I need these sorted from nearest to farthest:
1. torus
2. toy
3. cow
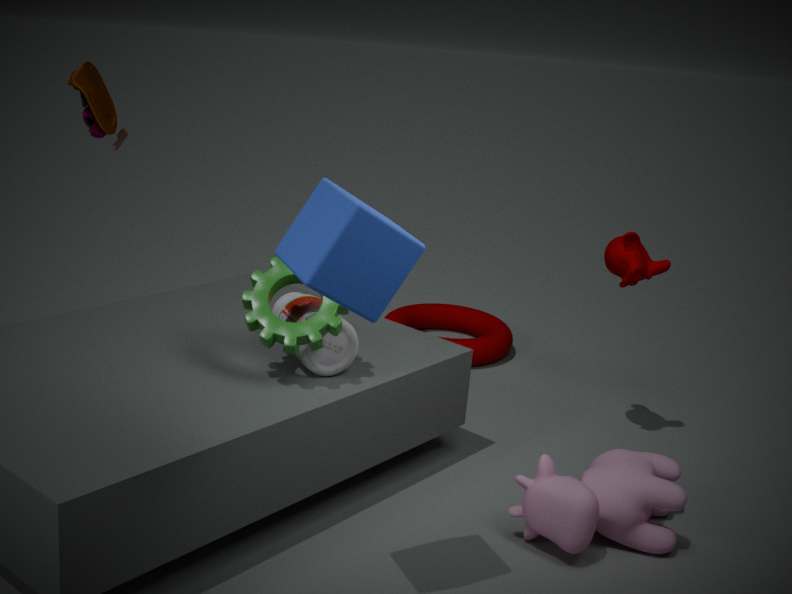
1. cow
2. toy
3. torus
